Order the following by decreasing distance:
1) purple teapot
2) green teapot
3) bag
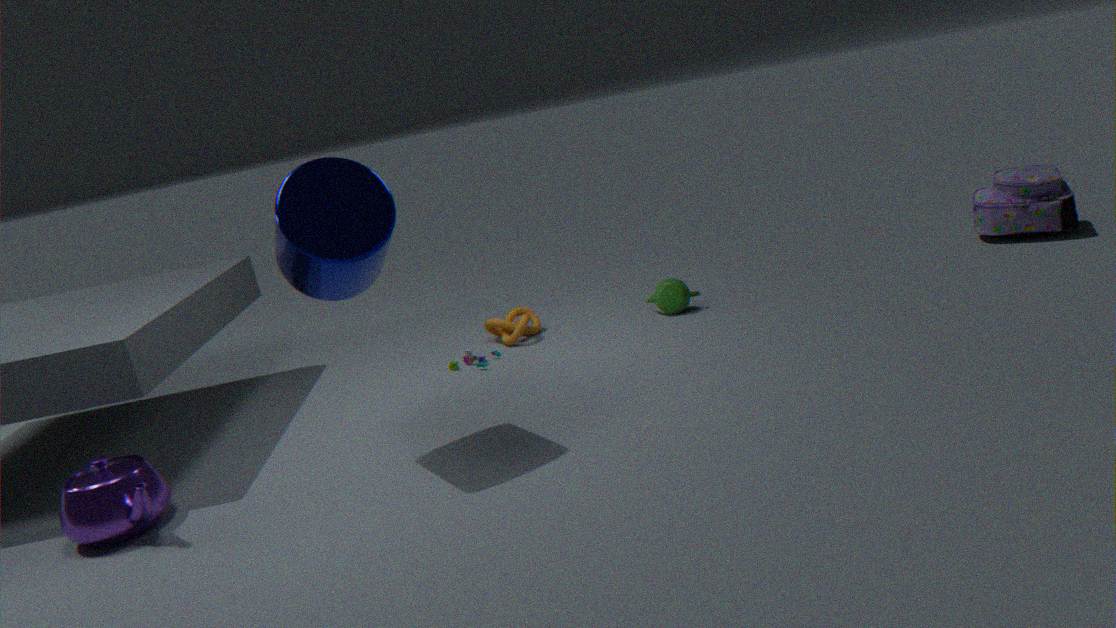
1. 2. green teapot
2. 3. bag
3. 1. purple teapot
